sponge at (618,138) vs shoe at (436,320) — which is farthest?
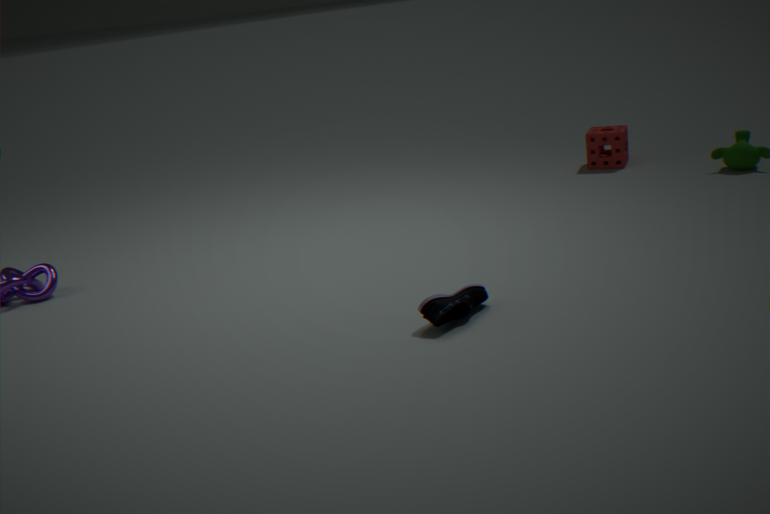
sponge at (618,138)
